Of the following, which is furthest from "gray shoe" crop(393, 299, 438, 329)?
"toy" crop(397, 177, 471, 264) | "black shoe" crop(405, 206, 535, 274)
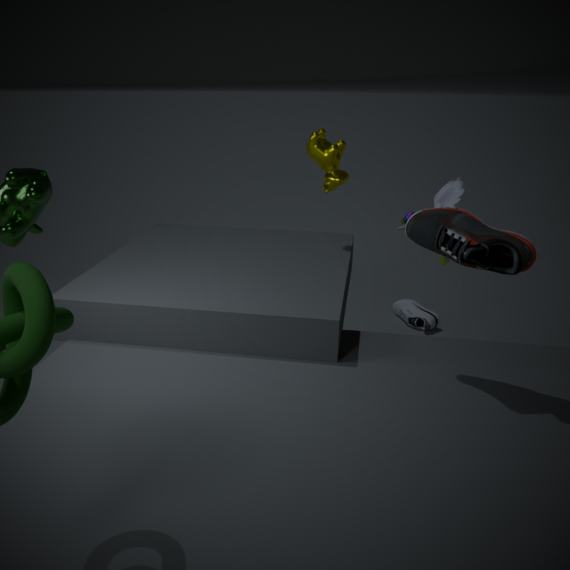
"black shoe" crop(405, 206, 535, 274)
